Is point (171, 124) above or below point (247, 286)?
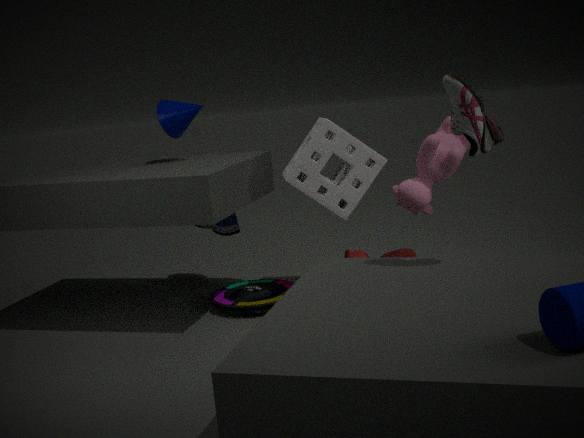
above
